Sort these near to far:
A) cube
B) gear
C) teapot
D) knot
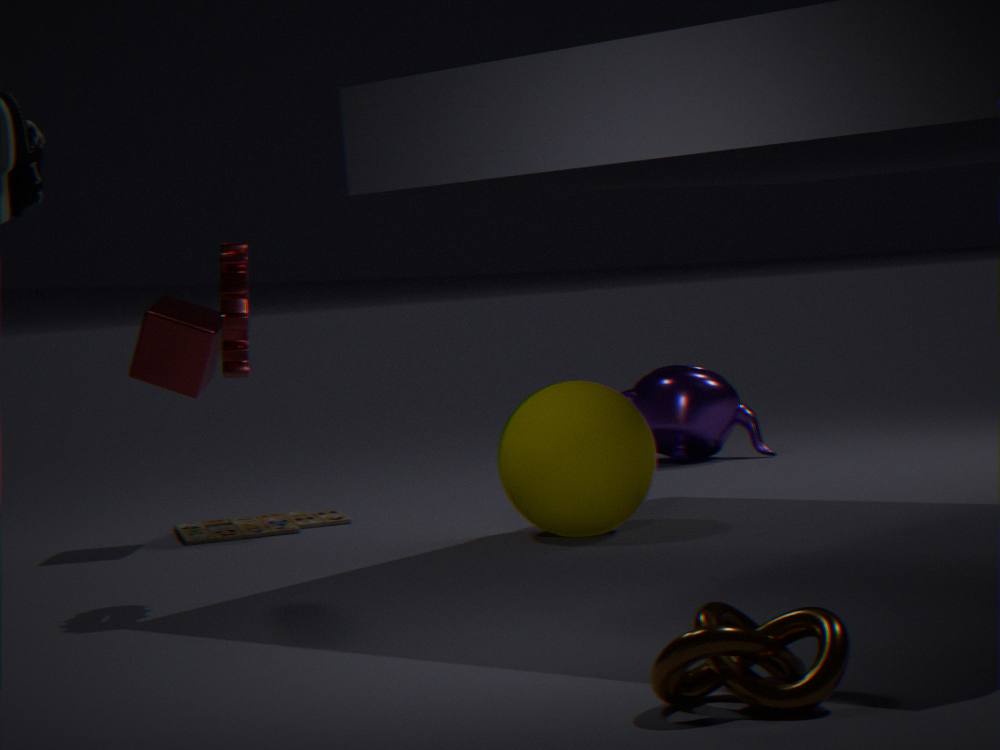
knot → gear → cube → teapot
